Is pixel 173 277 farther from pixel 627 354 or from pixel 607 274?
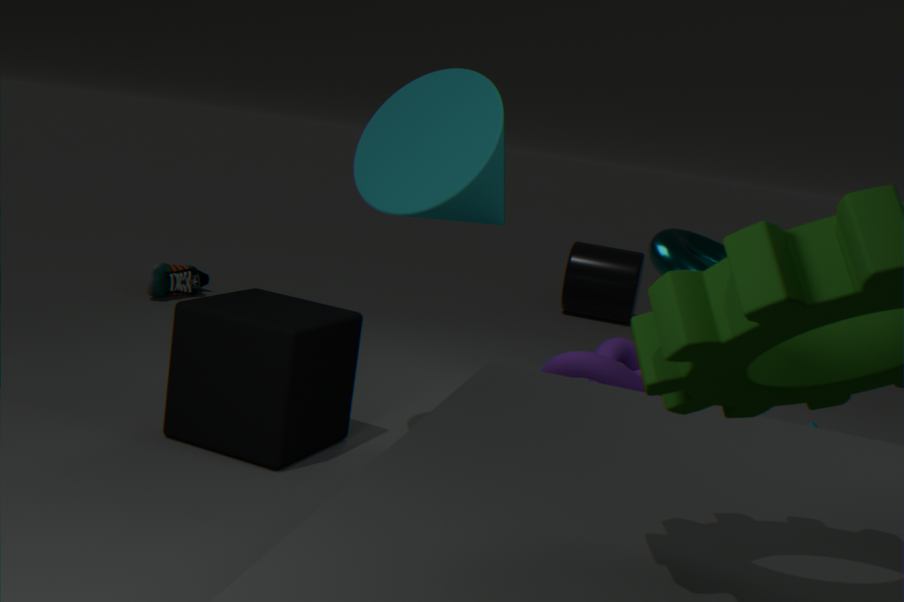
pixel 607 274
